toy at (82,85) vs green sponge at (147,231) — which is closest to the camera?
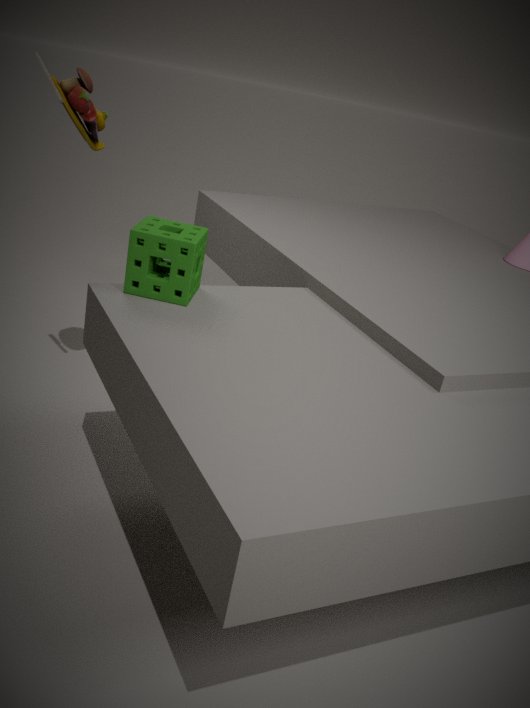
green sponge at (147,231)
